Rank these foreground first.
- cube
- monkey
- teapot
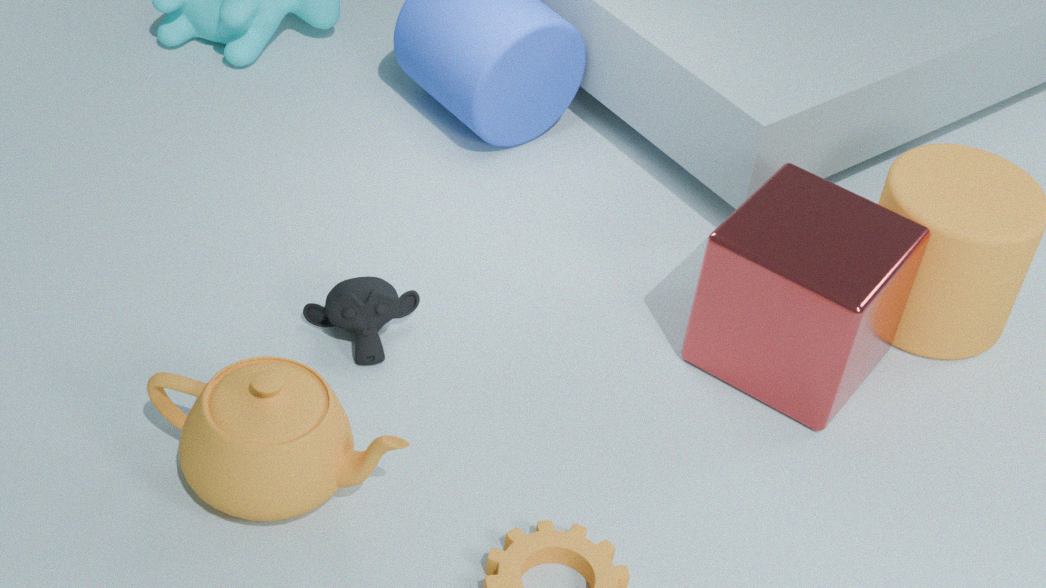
teapot → cube → monkey
